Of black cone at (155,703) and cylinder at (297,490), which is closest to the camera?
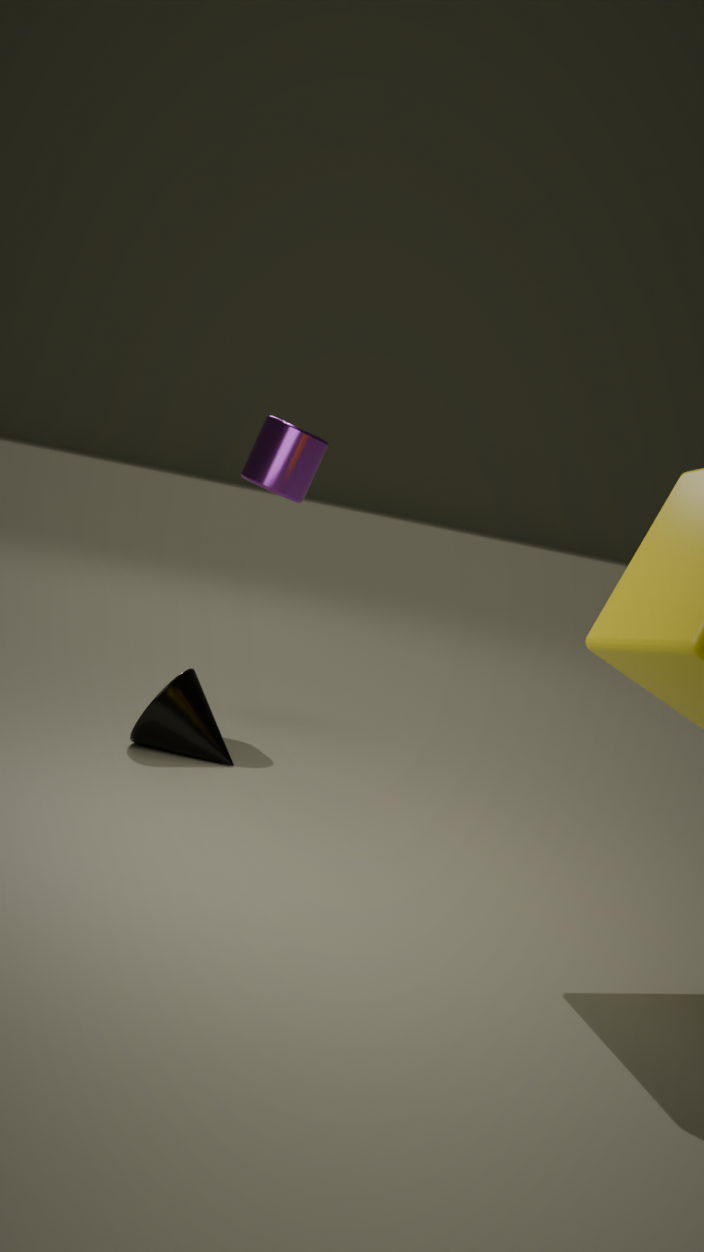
black cone at (155,703)
